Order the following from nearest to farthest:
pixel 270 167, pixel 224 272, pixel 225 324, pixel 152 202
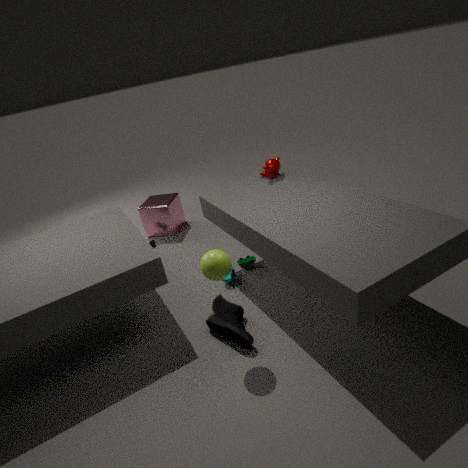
1. pixel 224 272
2. pixel 225 324
3. pixel 270 167
4. pixel 152 202
